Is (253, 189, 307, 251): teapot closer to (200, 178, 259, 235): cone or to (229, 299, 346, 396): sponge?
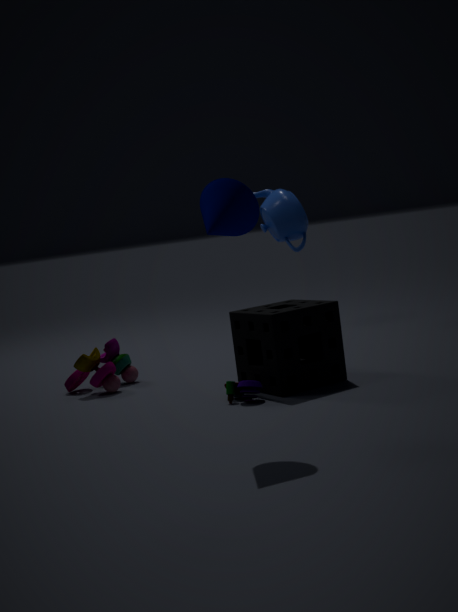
(229, 299, 346, 396): sponge
